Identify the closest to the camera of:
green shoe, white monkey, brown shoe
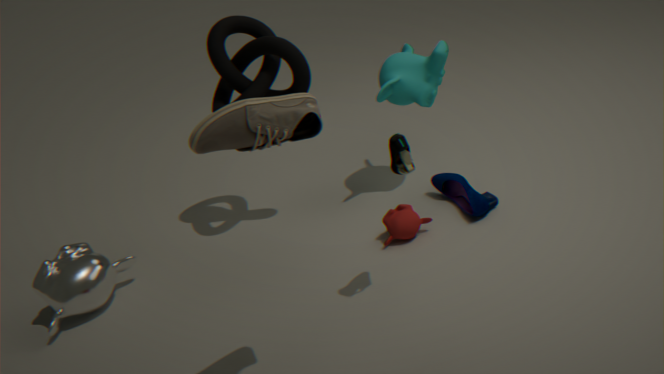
brown shoe
